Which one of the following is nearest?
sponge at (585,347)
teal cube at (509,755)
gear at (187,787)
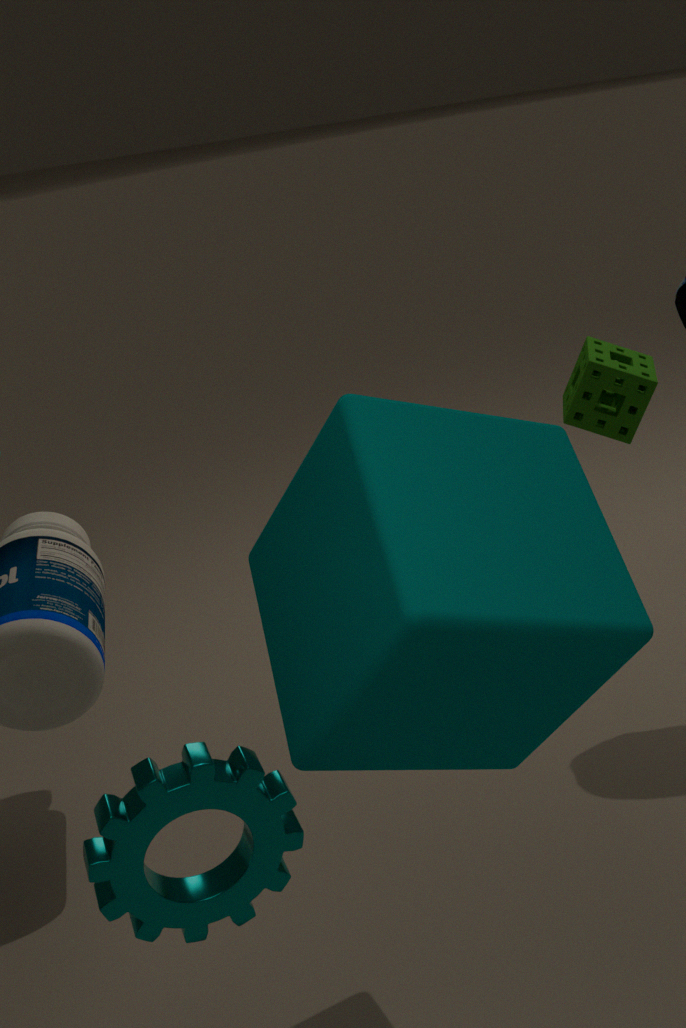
teal cube at (509,755)
